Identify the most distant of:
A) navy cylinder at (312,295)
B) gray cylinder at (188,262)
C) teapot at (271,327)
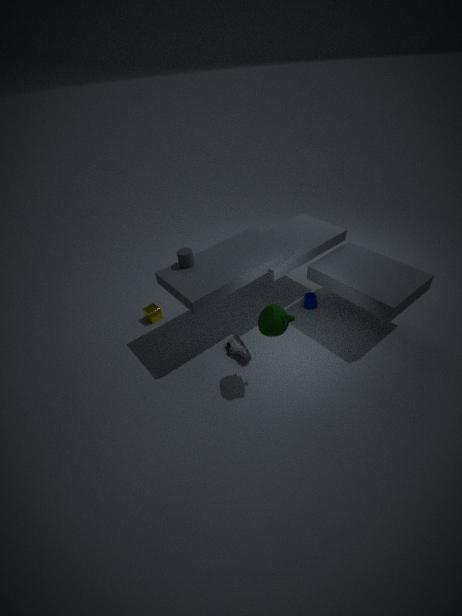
navy cylinder at (312,295)
